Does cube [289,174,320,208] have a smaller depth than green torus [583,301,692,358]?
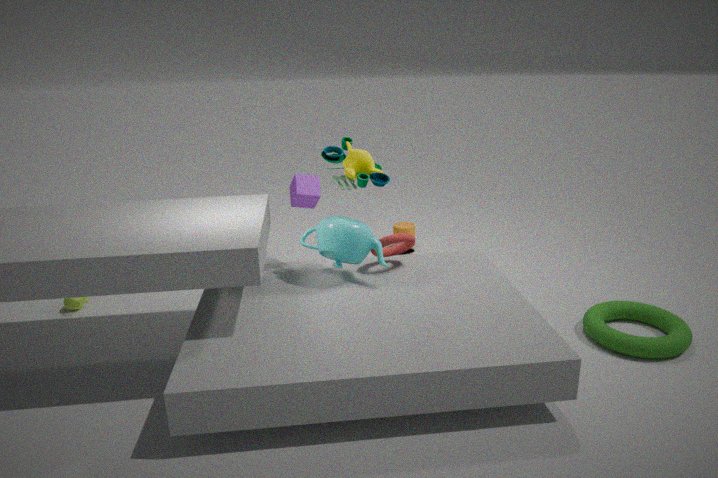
No
